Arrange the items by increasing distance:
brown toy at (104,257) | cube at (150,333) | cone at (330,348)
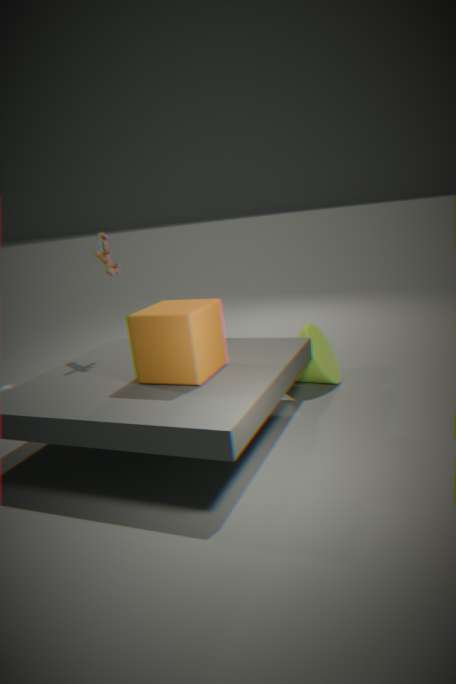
Answer: cube at (150,333) → brown toy at (104,257) → cone at (330,348)
